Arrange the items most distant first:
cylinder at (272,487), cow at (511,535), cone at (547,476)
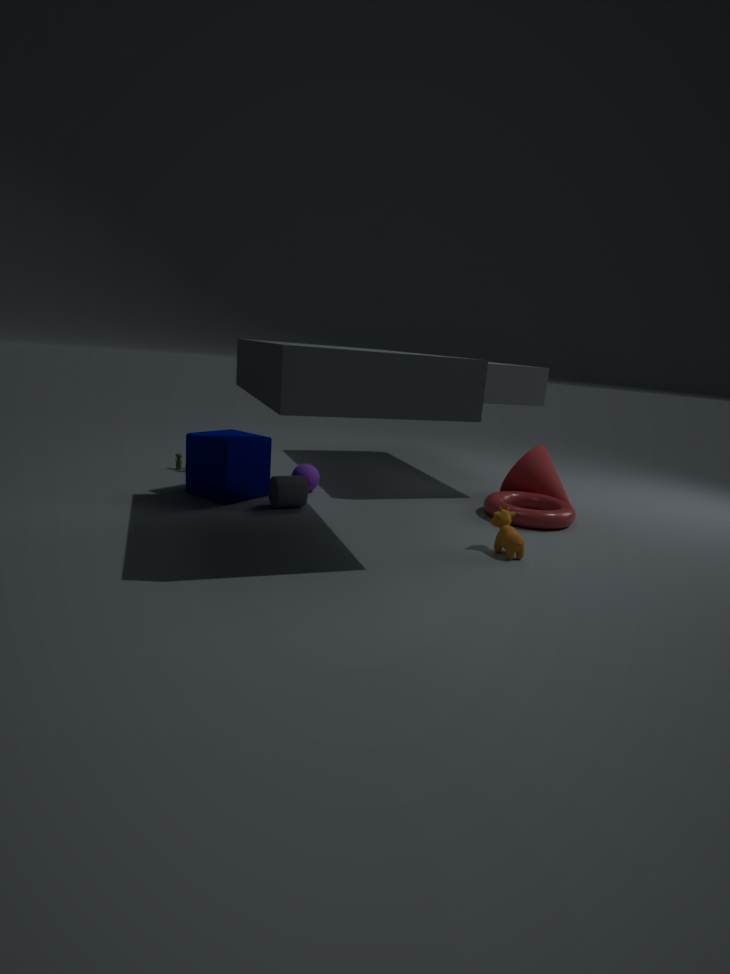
cone at (547,476) < cylinder at (272,487) < cow at (511,535)
